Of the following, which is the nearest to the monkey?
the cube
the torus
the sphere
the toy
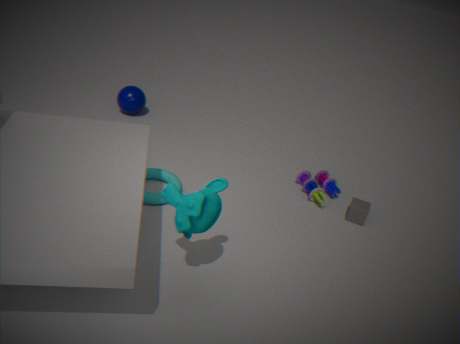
the torus
